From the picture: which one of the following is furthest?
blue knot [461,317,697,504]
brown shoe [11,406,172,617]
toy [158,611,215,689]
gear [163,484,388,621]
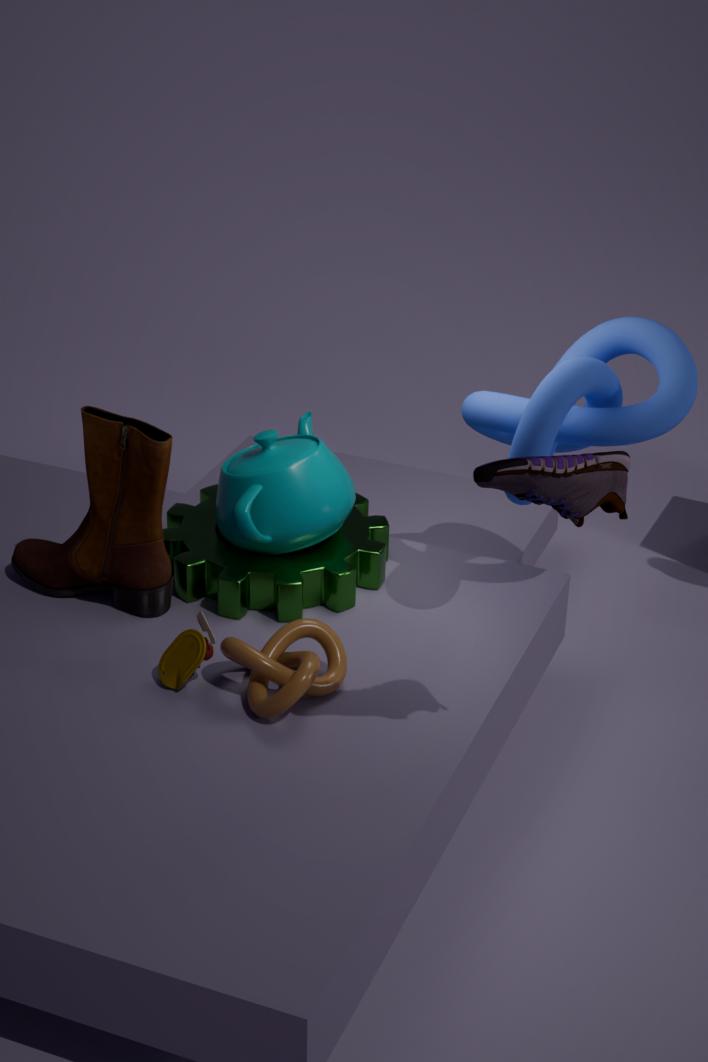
gear [163,484,388,621]
